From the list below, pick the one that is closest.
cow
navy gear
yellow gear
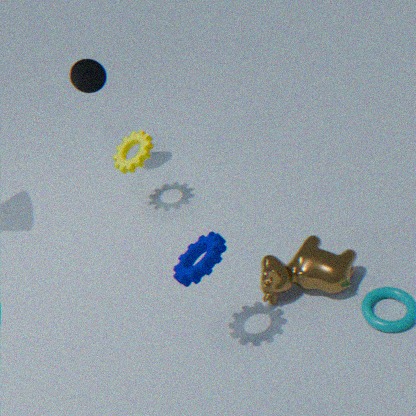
navy gear
